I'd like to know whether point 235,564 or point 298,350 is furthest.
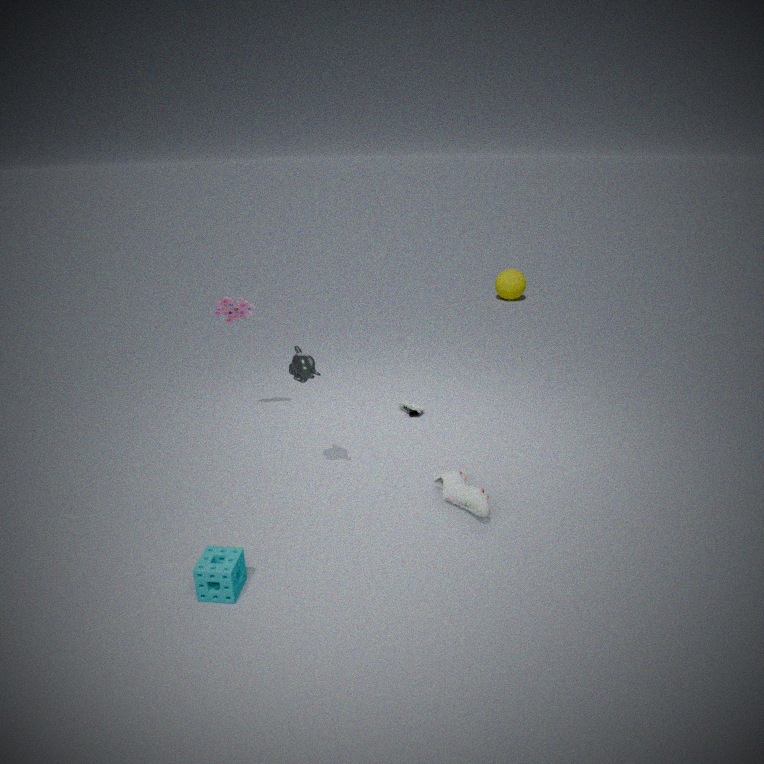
point 298,350
